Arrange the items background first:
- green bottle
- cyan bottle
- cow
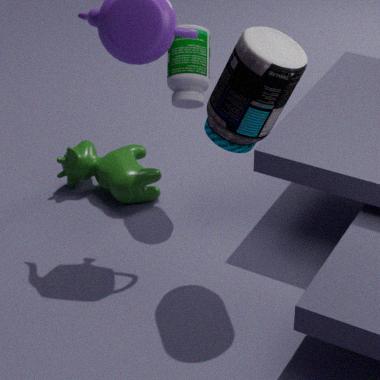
cow → green bottle → cyan bottle
